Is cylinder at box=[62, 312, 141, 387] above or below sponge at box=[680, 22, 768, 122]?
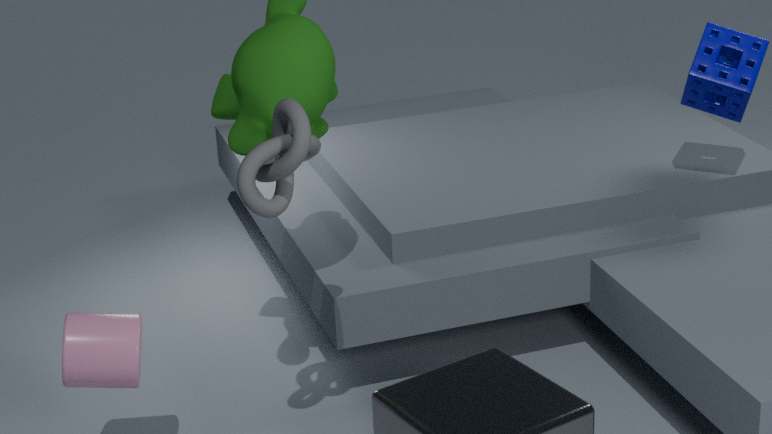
below
